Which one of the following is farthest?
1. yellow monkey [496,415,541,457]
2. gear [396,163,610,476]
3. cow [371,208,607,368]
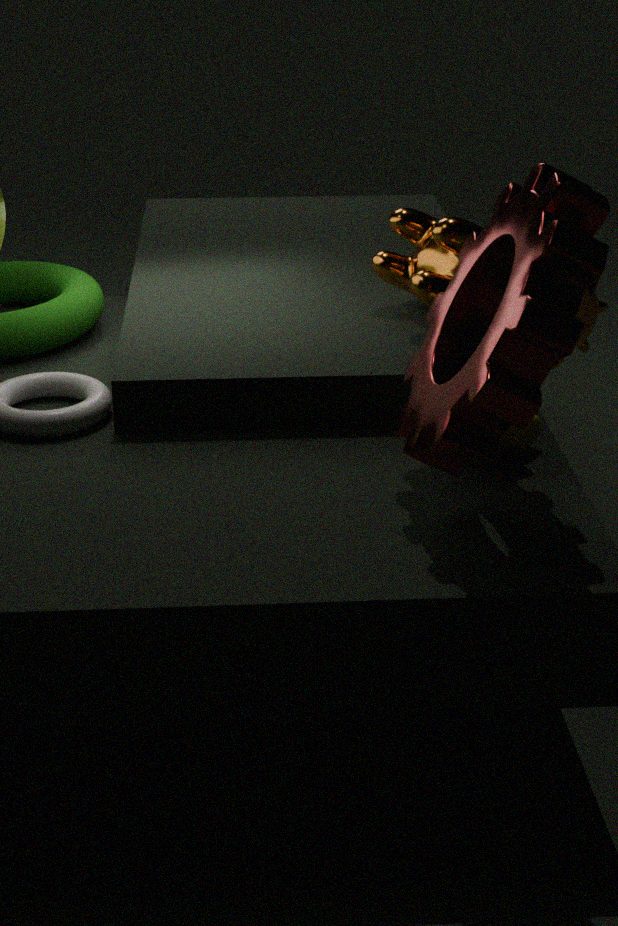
cow [371,208,607,368]
